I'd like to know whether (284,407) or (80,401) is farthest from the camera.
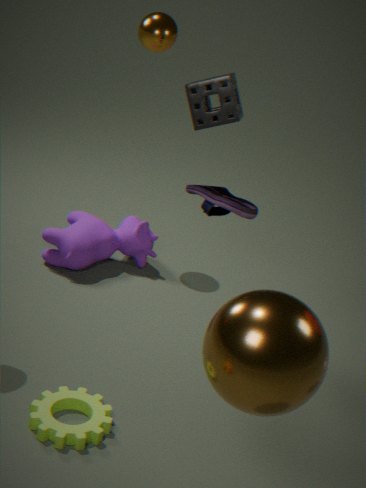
(80,401)
